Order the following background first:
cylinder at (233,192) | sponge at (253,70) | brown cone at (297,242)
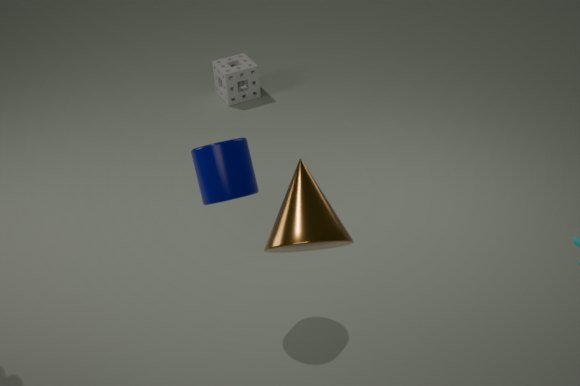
sponge at (253,70), cylinder at (233,192), brown cone at (297,242)
